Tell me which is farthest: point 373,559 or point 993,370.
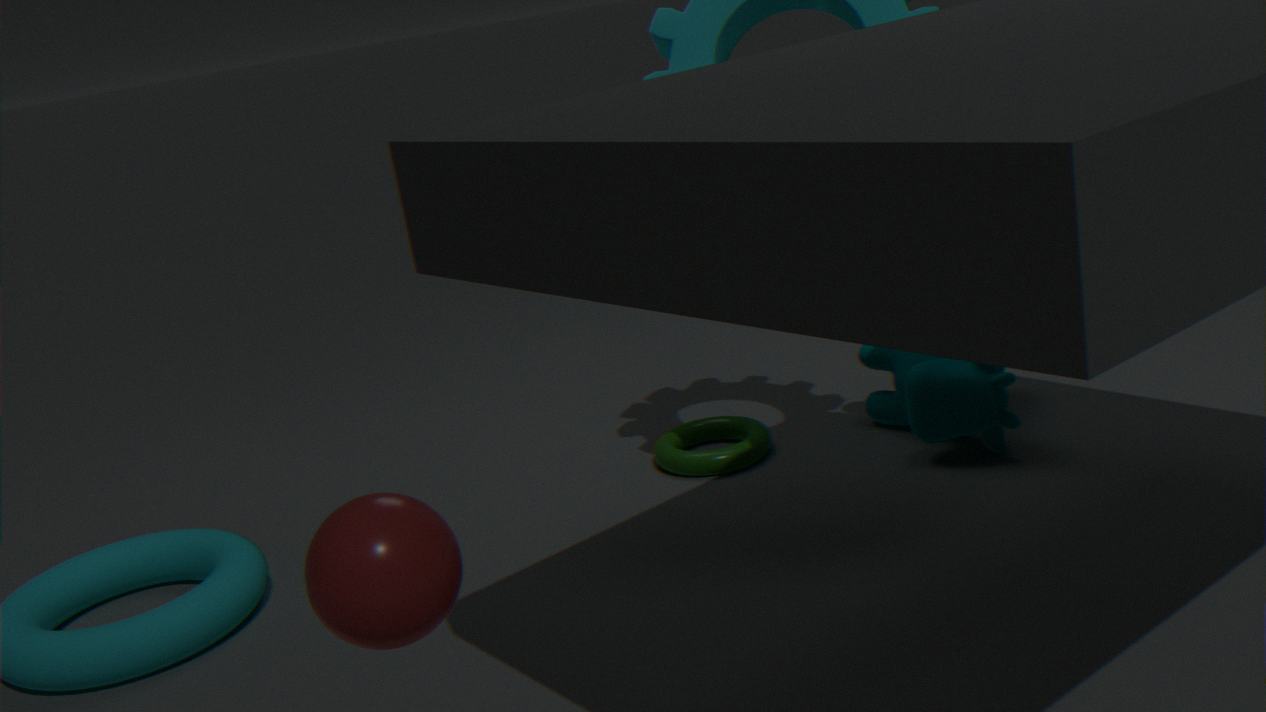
point 993,370
